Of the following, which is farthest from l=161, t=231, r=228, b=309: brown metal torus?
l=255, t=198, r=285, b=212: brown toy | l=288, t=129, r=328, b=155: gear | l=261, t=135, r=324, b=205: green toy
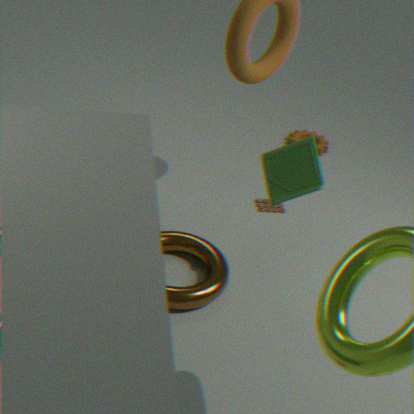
l=288, t=129, r=328, b=155: gear
